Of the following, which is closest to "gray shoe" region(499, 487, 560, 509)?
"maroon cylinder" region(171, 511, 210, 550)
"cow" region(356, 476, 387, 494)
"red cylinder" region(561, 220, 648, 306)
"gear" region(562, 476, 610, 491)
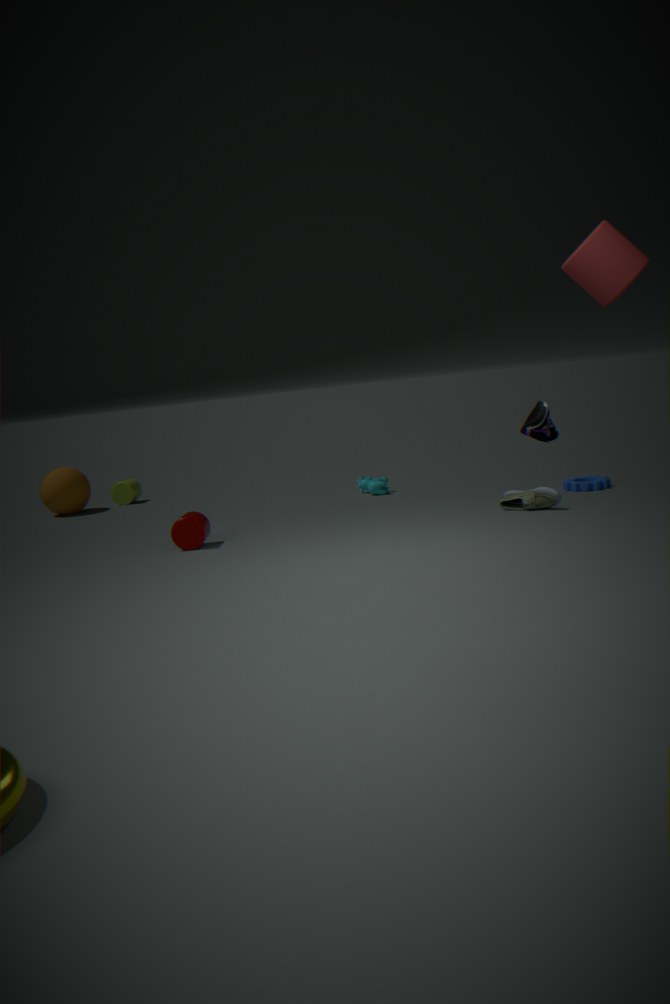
"gear" region(562, 476, 610, 491)
